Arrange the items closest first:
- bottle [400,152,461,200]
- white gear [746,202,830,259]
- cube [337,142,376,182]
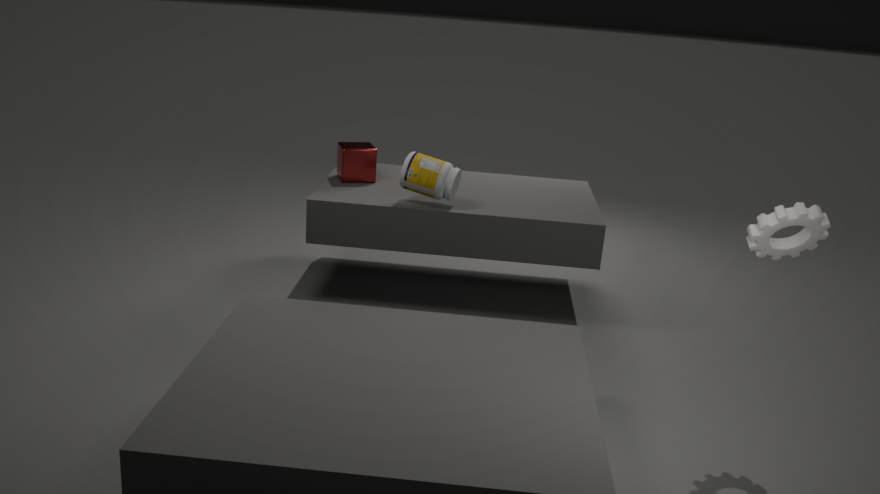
white gear [746,202,830,259] < bottle [400,152,461,200] < cube [337,142,376,182]
